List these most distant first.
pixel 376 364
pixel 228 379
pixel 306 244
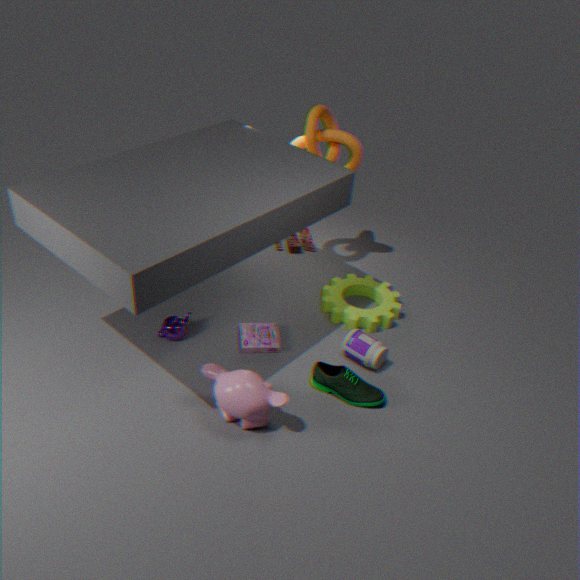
pixel 306 244
pixel 376 364
pixel 228 379
